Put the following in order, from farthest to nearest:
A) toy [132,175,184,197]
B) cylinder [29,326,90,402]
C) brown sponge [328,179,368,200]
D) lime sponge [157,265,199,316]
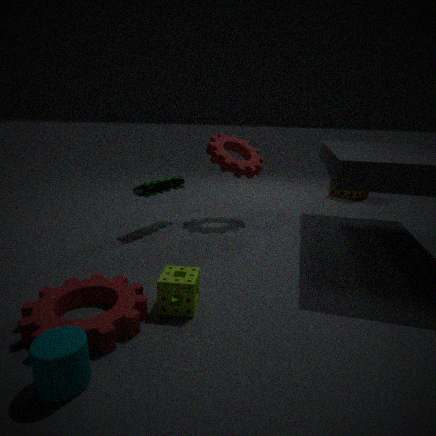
brown sponge [328,179,368,200] < toy [132,175,184,197] < lime sponge [157,265,199,316] < cylinder [29,326,90,402]
